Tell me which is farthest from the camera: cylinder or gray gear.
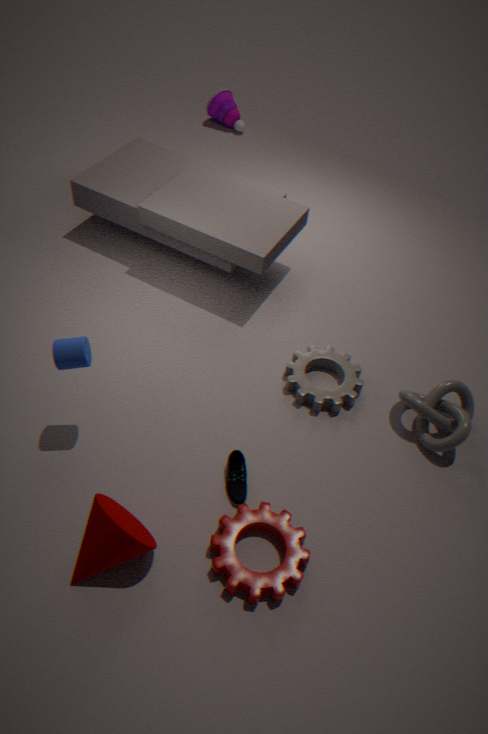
gray gear
